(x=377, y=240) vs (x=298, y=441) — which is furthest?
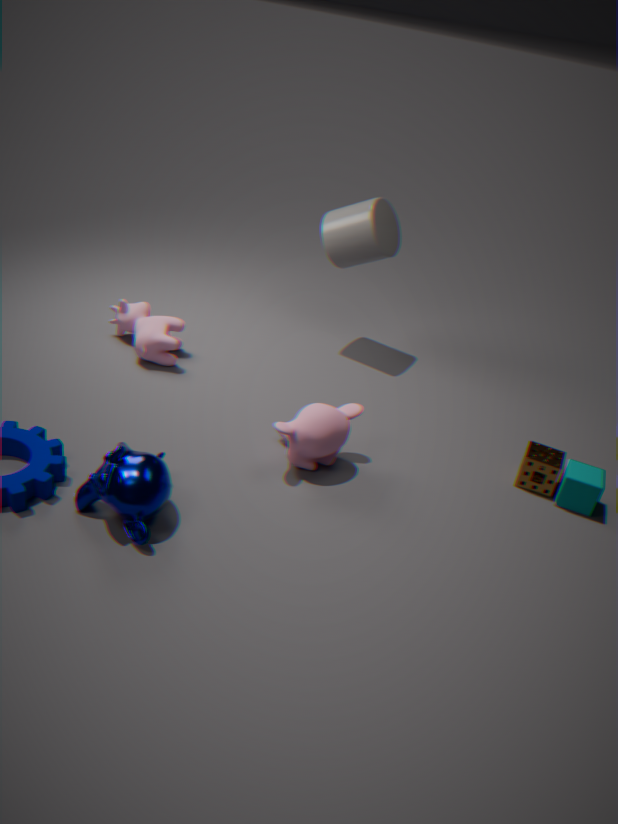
(x=377, y=240)
